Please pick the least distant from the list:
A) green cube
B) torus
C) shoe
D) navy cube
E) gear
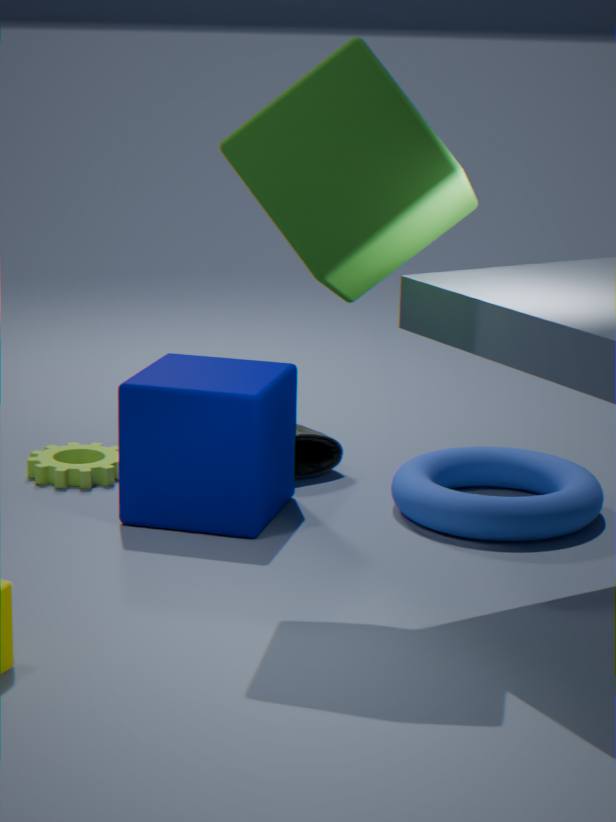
green cube
